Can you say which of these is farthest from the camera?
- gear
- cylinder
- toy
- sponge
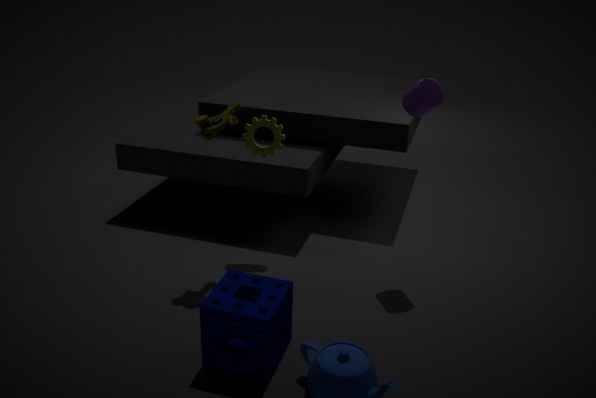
gear
